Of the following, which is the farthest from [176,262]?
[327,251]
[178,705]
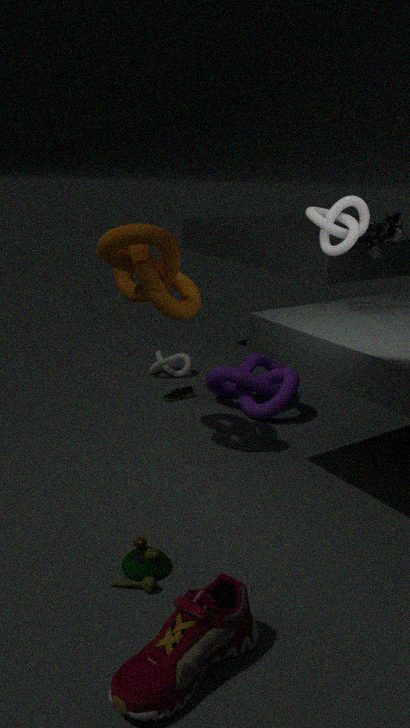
[178,705]
